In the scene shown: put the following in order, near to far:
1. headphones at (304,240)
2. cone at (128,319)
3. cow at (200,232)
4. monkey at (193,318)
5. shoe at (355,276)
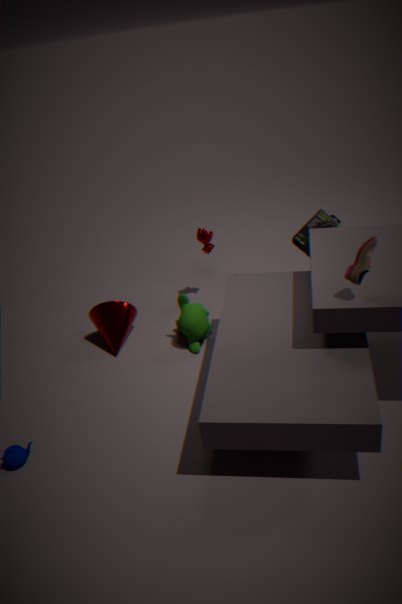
shoe at (355,276), monkey at (193,318), cone at (128,319), headphones at (304,240), cow at (200,232)
